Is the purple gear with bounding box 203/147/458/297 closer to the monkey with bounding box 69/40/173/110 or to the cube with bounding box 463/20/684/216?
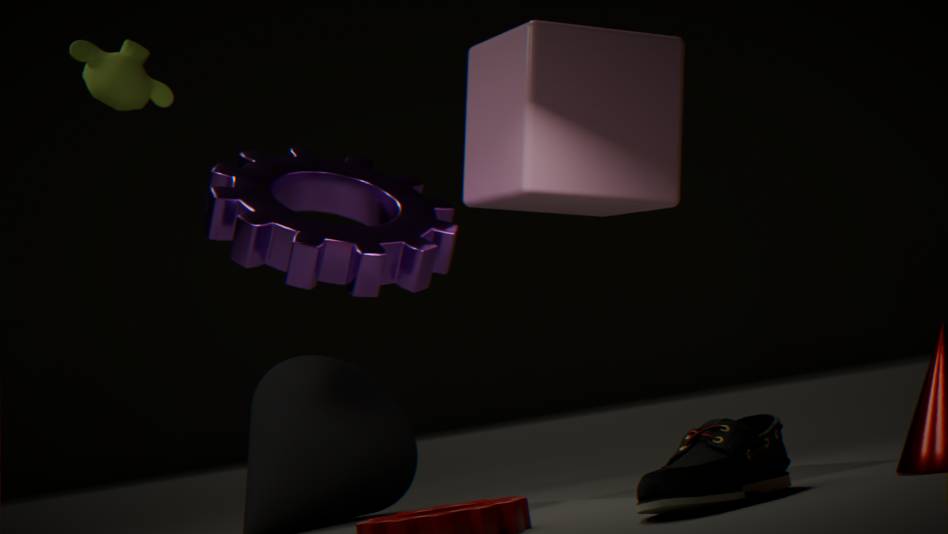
the cube with bounding box 463/20/684/216
